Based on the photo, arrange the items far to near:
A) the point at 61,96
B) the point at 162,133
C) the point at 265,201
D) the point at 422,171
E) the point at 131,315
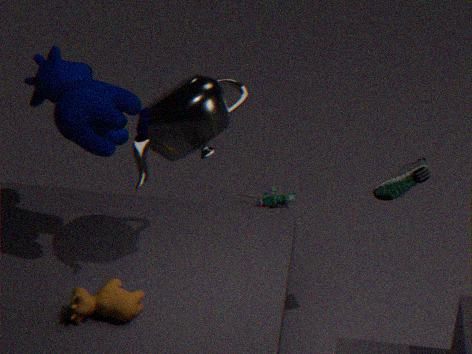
1. the point at 265,201
2. the point at 422,171
3. the point at 131,315
4. the point at 61,96
5. the point at 162,133
